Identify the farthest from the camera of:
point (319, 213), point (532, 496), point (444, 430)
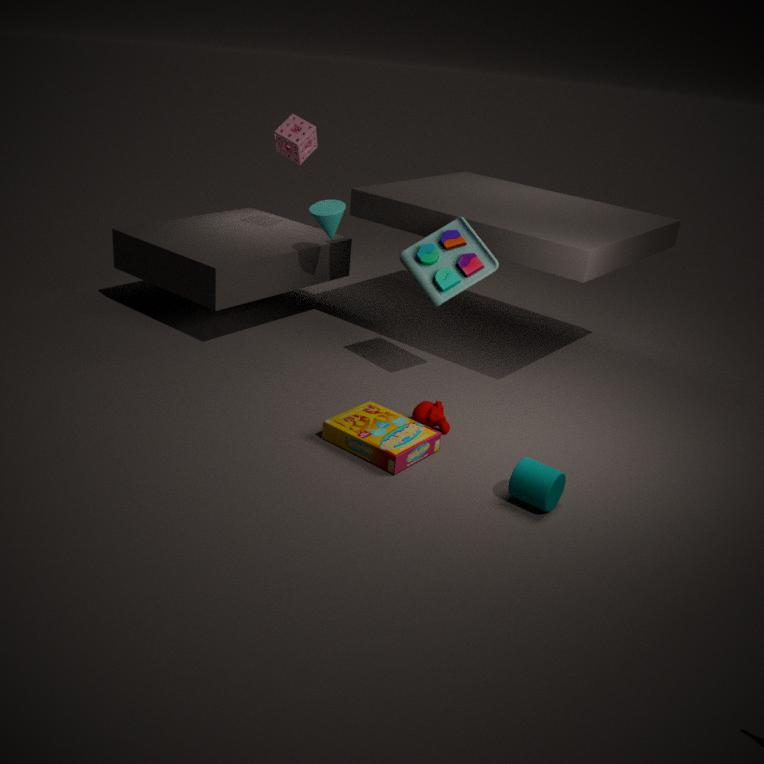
point (319, 213)
